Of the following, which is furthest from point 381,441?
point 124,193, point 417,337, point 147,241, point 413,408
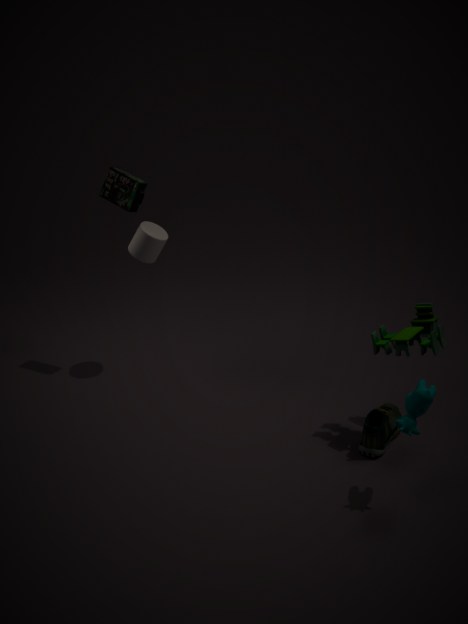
point 124,193
